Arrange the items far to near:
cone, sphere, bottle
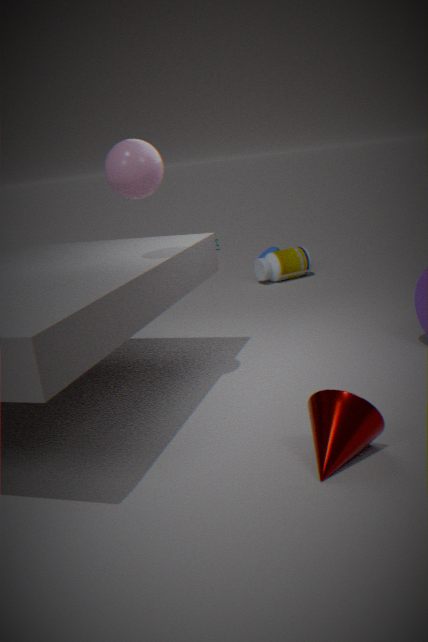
1. bottle
2. sphere
3. cone
